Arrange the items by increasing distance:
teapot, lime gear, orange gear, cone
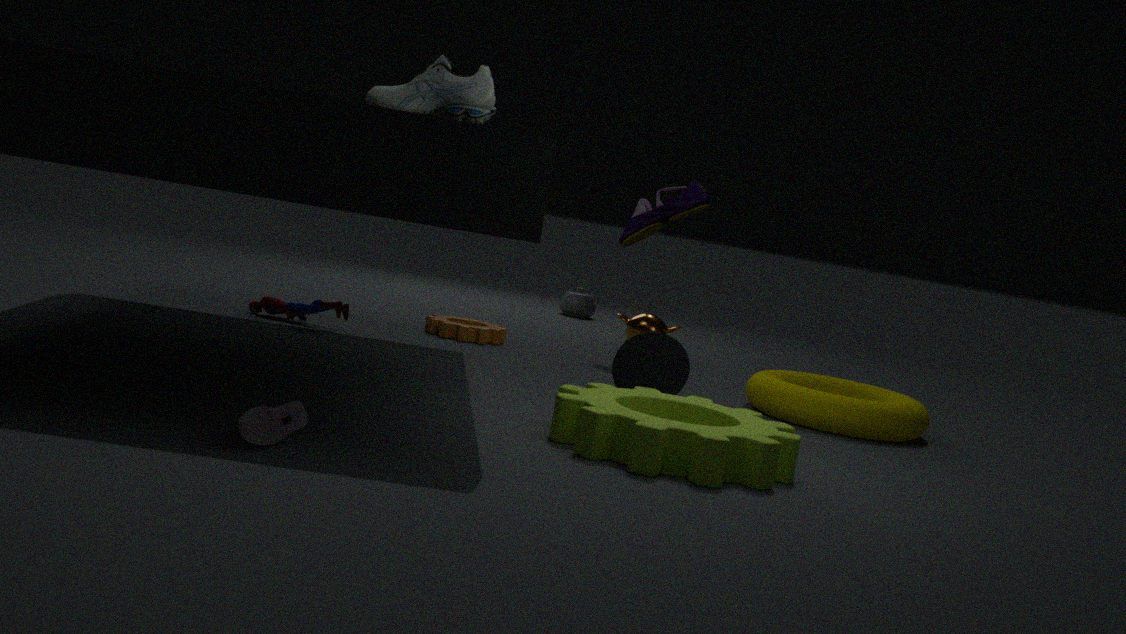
lime gear, cone, orange gear, teapot
